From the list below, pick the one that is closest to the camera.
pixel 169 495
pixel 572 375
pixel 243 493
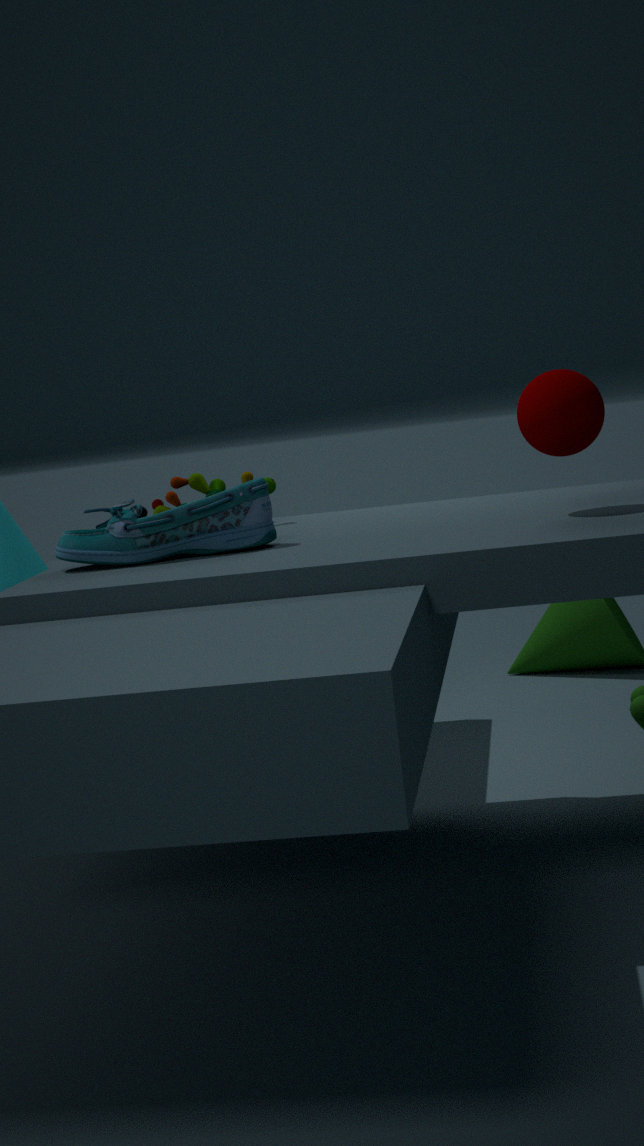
pixel 572 375
